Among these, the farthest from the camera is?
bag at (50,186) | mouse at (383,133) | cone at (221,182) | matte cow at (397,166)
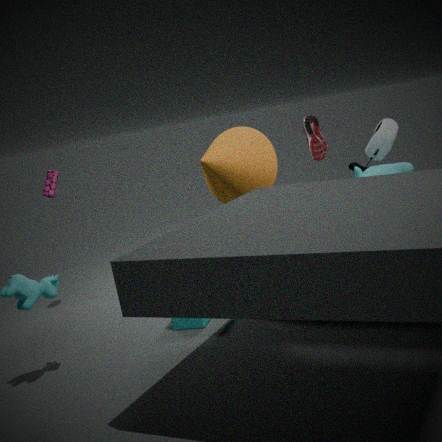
mouse at (383,133)
